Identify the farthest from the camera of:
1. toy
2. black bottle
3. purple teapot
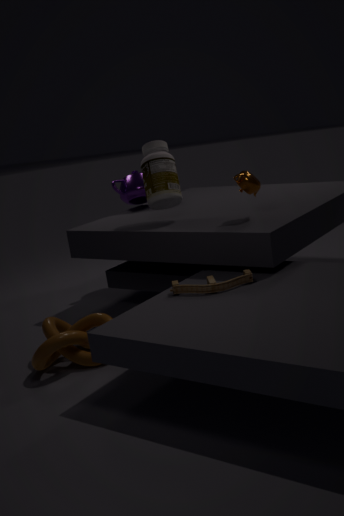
purple teapot
